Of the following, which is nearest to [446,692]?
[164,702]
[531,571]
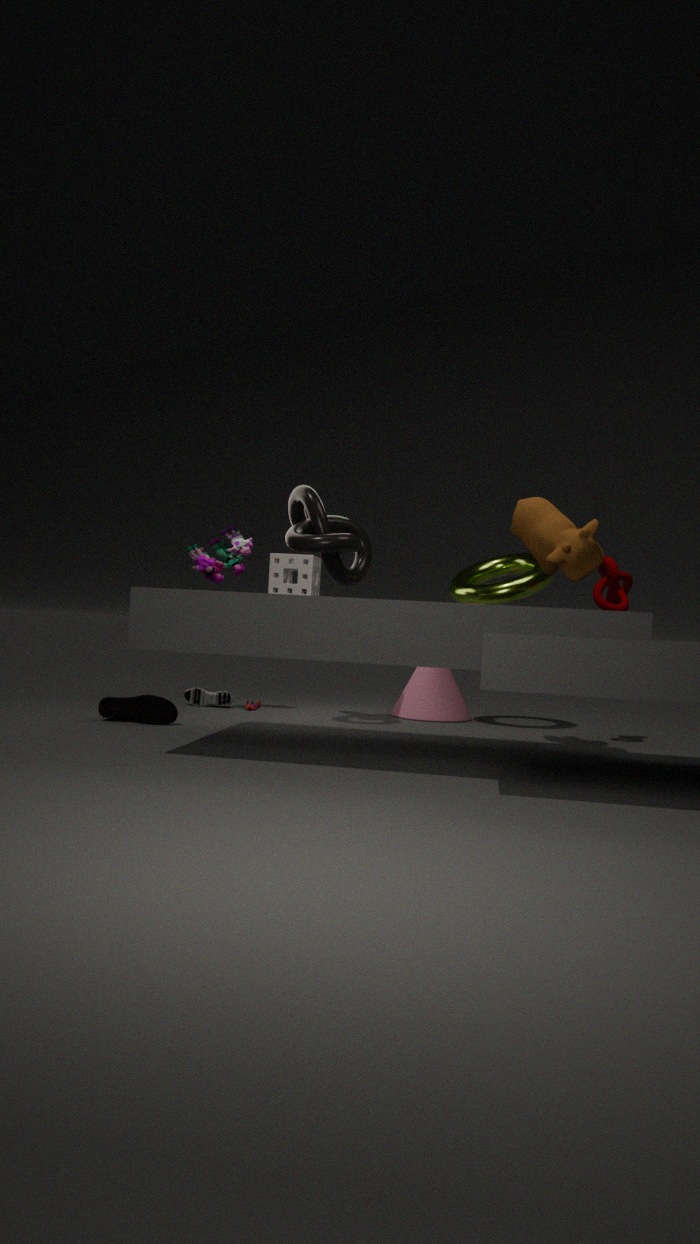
→ [531,571]
